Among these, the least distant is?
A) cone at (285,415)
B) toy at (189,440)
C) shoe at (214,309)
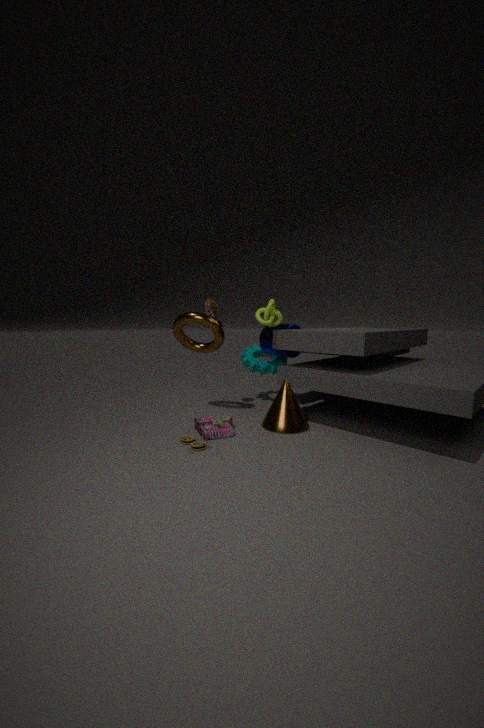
toy at (189,440)
